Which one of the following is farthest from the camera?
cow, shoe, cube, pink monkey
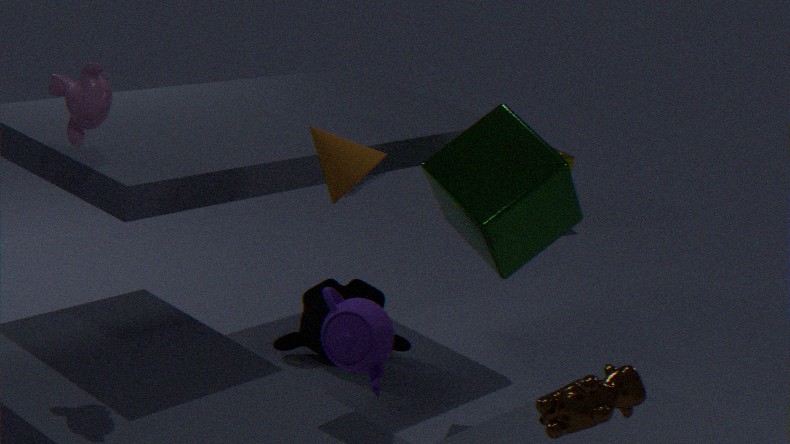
shoe
